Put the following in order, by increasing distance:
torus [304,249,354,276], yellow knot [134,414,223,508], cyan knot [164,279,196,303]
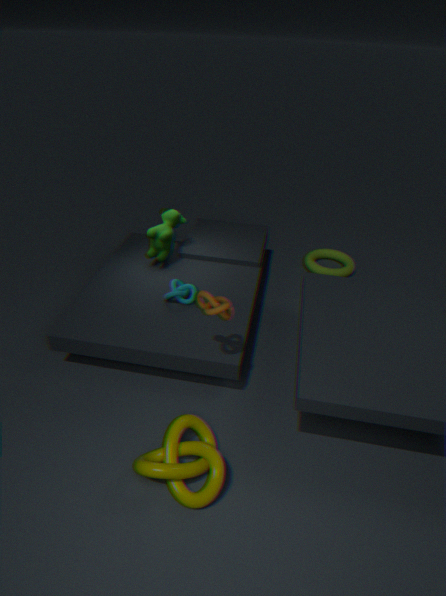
yellow knot [134,414,223,508] → cyan knot [164,279,196,303] → torus [304,249,354,276]
